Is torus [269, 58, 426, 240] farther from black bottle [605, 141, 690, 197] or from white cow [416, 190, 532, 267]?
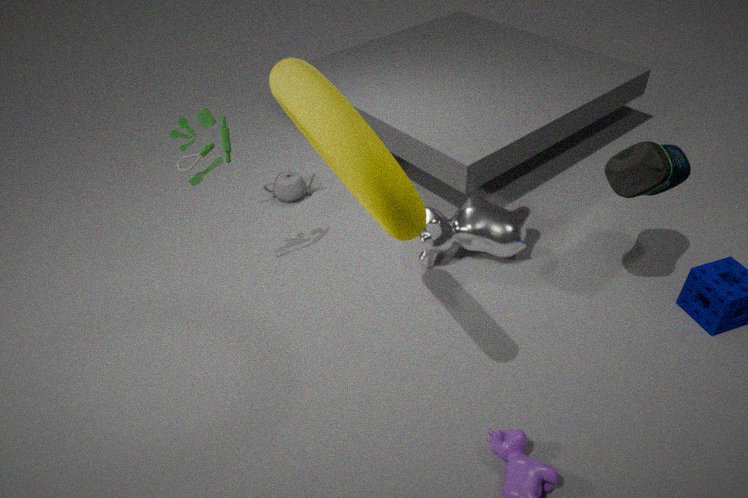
black bottle [605, 141, 690, 197]
